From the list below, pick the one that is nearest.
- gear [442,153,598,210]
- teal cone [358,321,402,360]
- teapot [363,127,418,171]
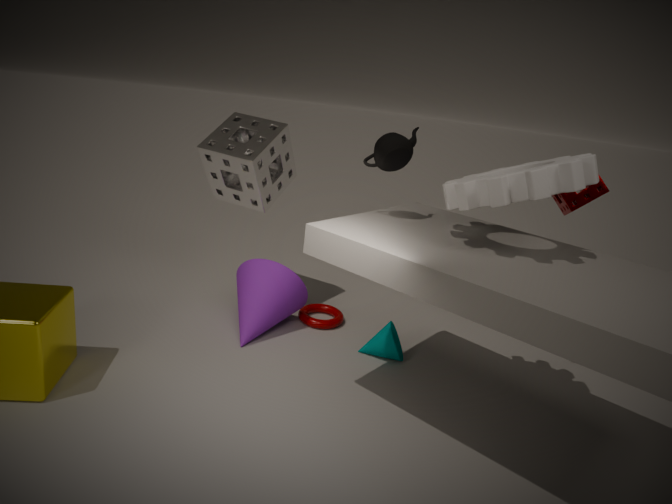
gear [442,153,598,210]
